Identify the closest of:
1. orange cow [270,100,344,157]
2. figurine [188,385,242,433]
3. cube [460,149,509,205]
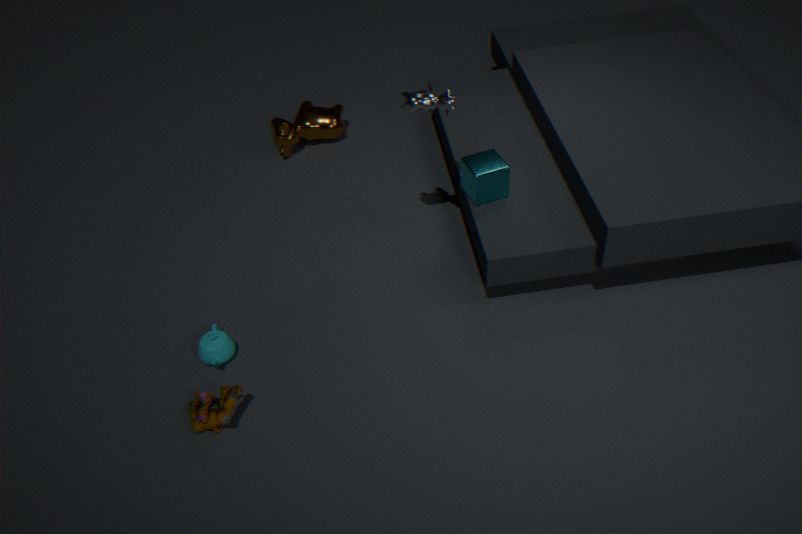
figurine [188,385,242,433]
